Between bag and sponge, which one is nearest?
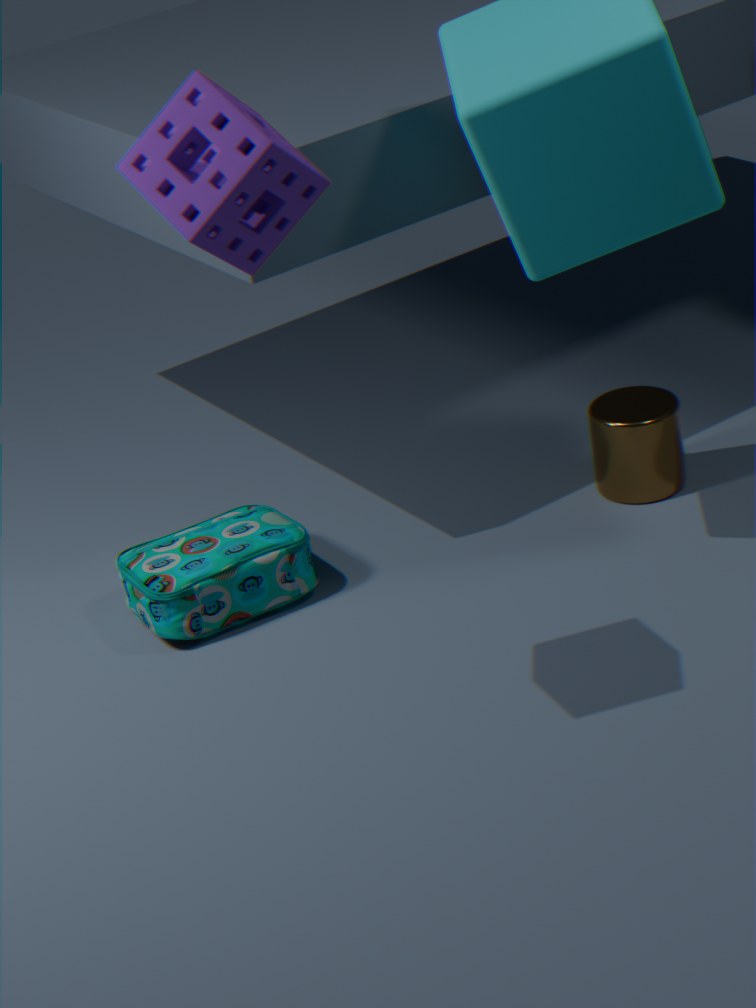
sponge
